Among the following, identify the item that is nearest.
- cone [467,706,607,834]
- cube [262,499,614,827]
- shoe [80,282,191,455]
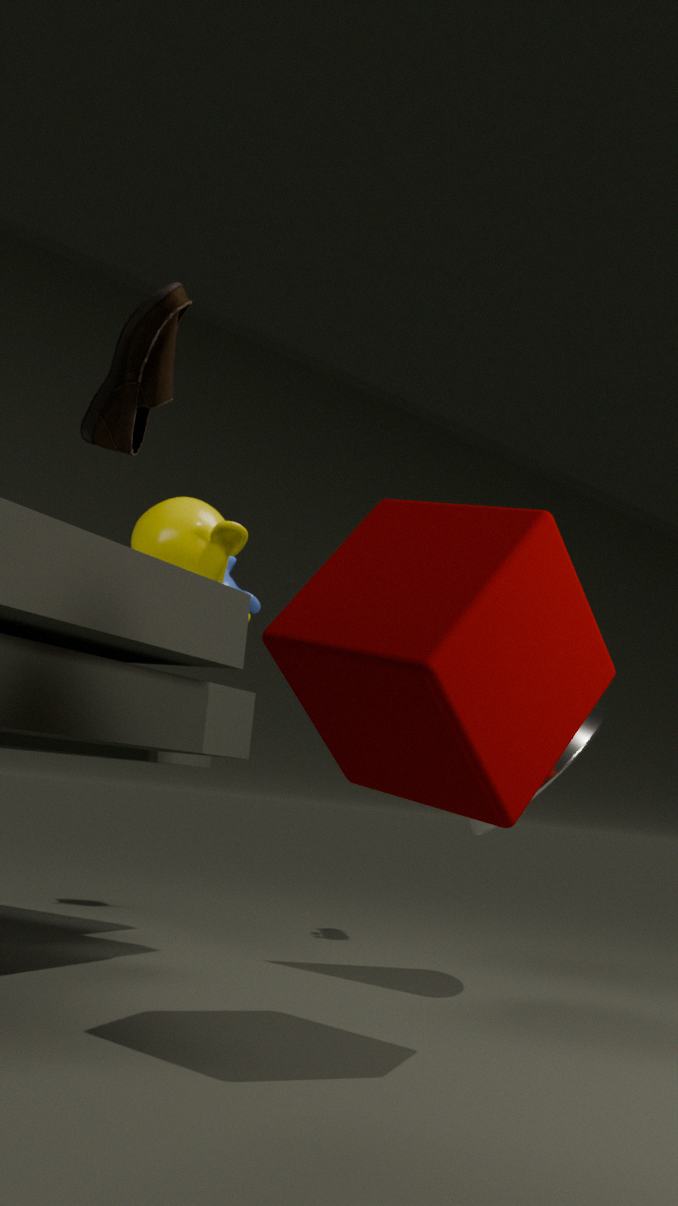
shoe [80,282,191,455]
